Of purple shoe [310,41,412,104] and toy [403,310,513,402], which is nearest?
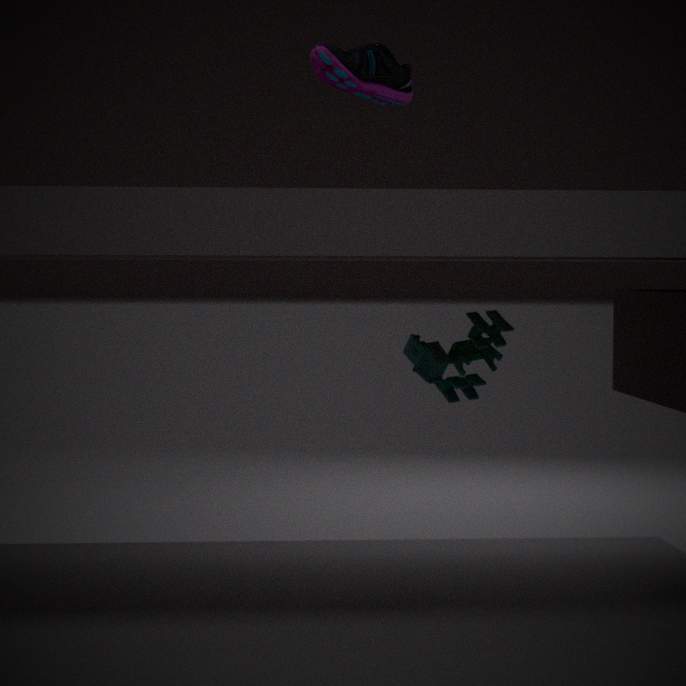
purple shoe [310,41,412,104]
